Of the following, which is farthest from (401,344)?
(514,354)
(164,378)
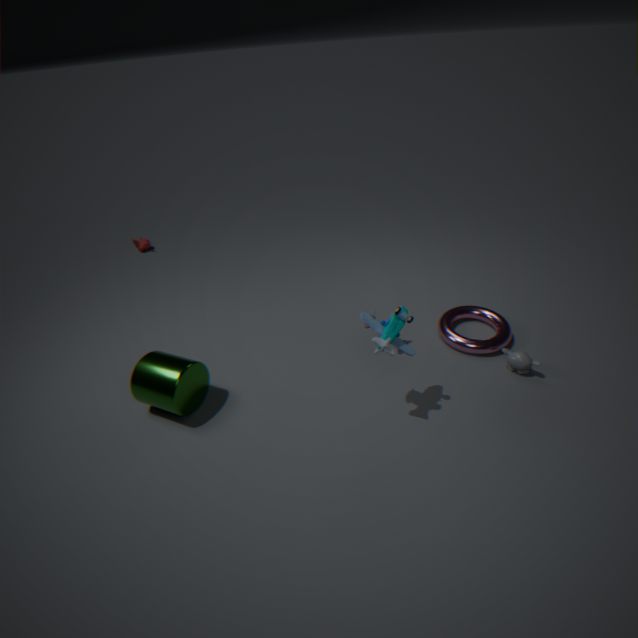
(164,378)
